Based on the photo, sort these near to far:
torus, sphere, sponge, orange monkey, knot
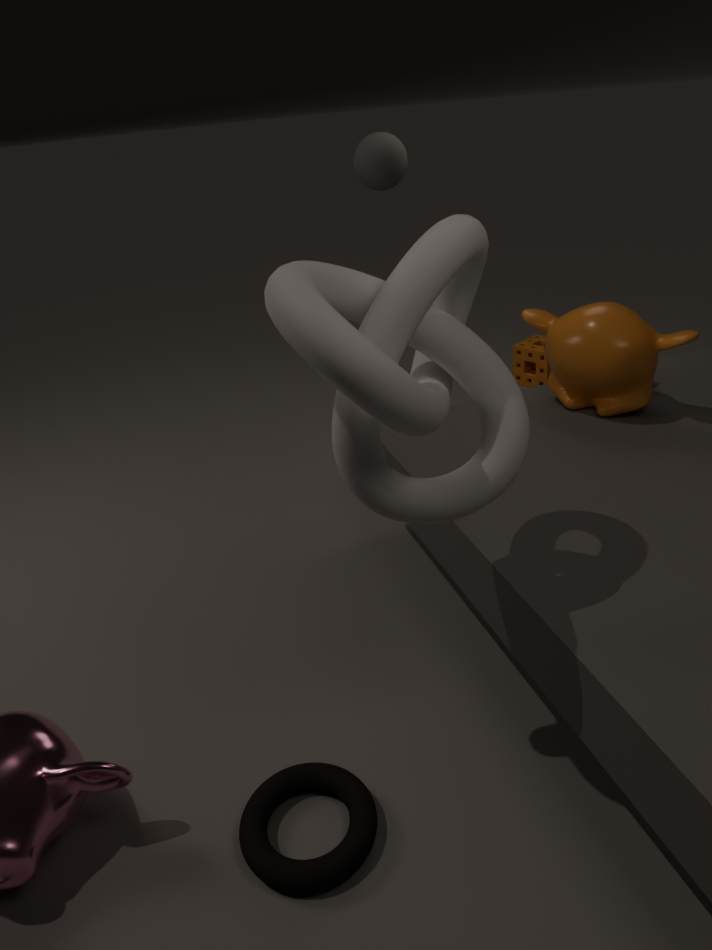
knot, torus, orange monkey, sphere, sponge
